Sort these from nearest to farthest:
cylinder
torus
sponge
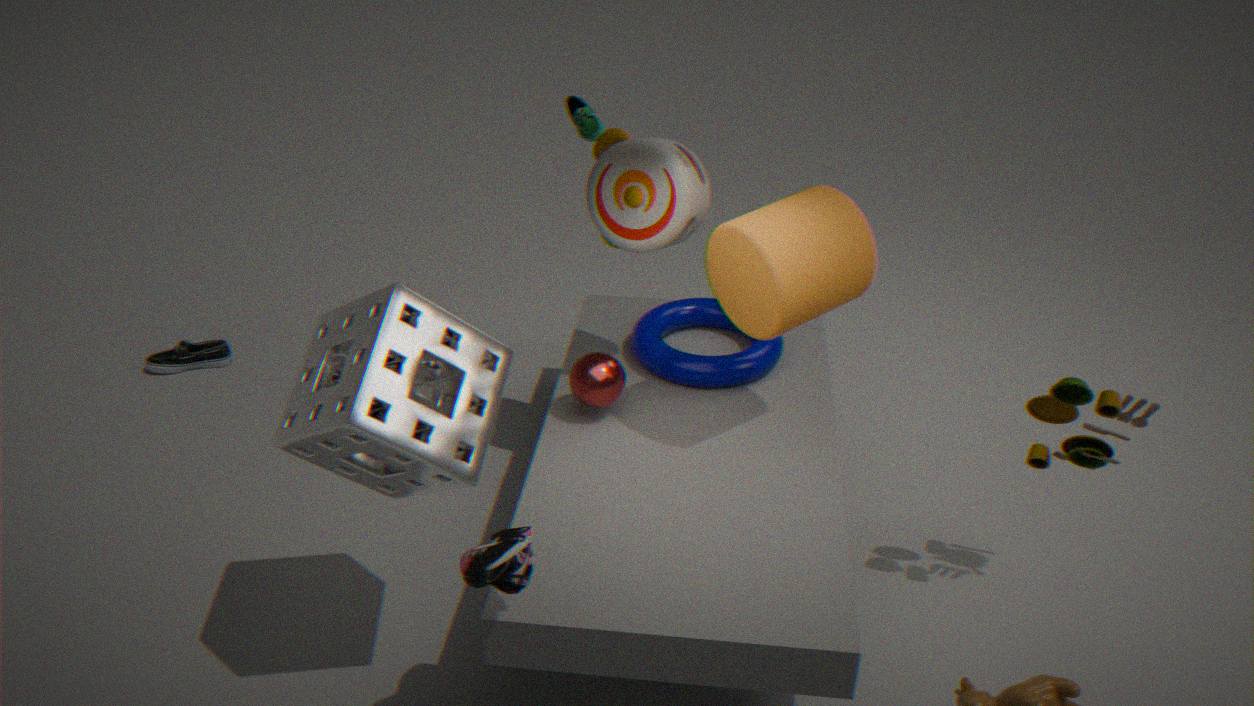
sponge → cylinder → torus
